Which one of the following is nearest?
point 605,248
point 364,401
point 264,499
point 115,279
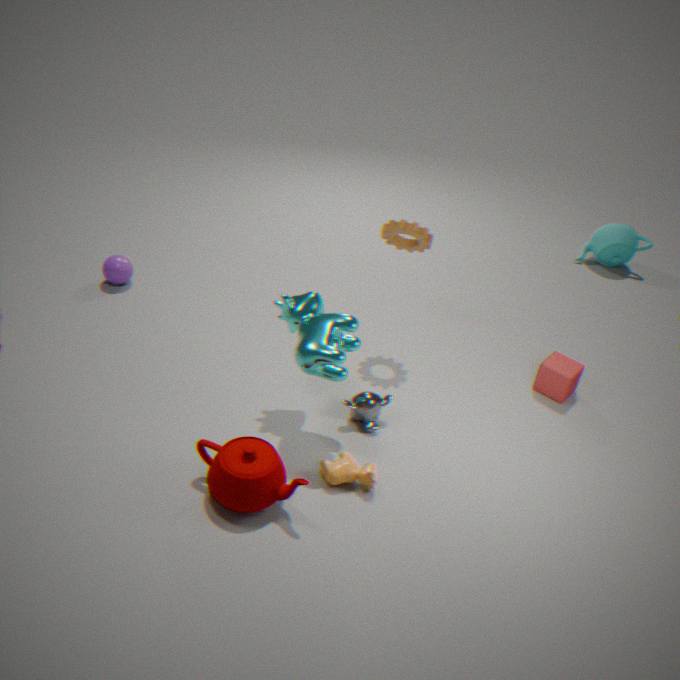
point 264,499
